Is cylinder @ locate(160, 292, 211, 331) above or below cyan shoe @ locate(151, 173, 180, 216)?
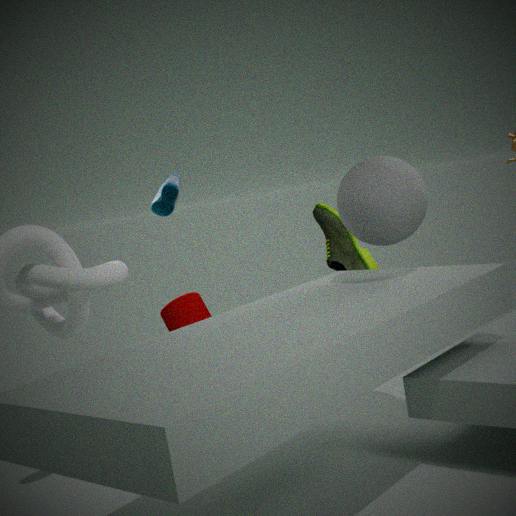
below
